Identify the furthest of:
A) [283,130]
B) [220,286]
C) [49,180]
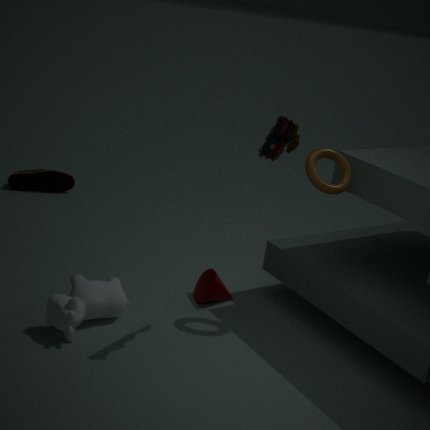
[49,180]
